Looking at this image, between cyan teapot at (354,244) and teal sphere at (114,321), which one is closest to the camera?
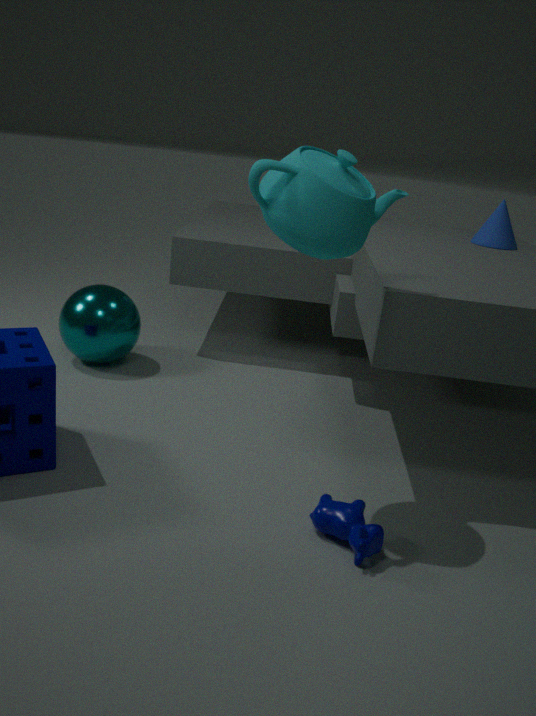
cyan teapot at (354,244)
